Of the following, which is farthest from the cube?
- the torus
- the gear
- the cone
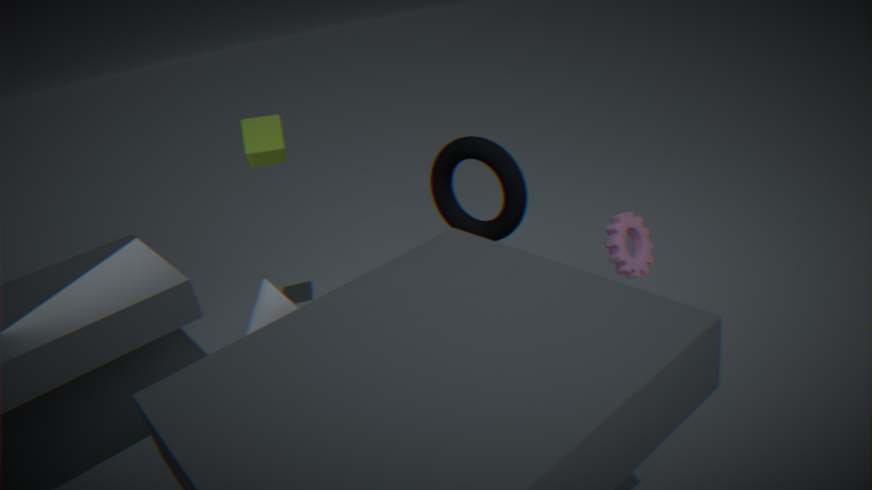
the gear
